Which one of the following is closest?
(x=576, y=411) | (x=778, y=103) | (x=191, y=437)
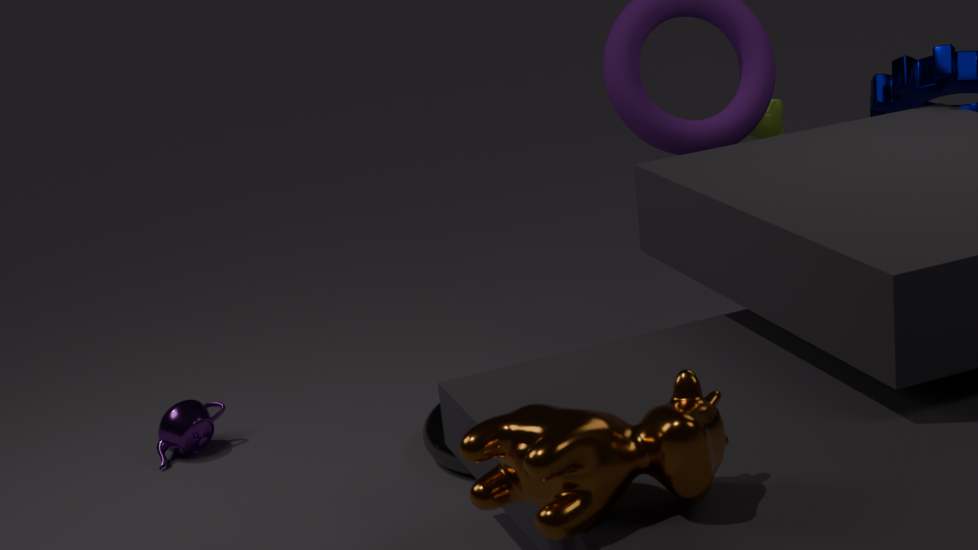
(x=576, y=411)
